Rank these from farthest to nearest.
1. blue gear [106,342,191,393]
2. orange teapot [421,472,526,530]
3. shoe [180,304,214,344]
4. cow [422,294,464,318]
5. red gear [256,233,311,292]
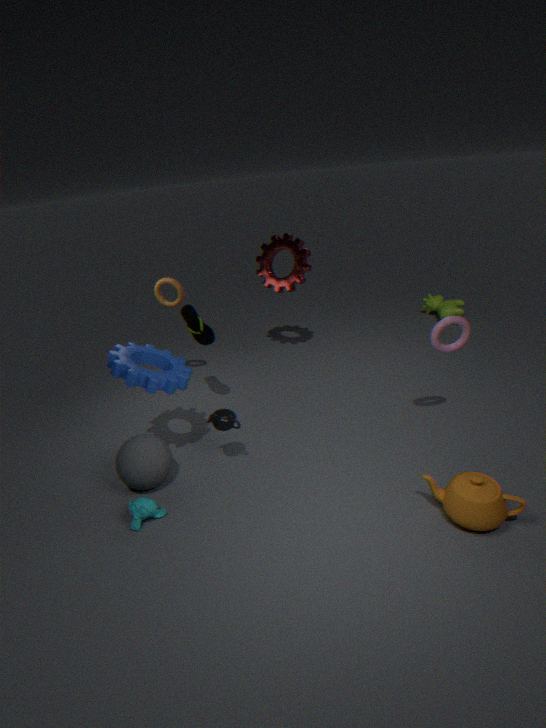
cow [422,294,464,318] < red gear [256,233,311,292] < shoe [180,304,214,344] < blue gear [106,342,191,393] < orange teapot [421,472,526,530]
